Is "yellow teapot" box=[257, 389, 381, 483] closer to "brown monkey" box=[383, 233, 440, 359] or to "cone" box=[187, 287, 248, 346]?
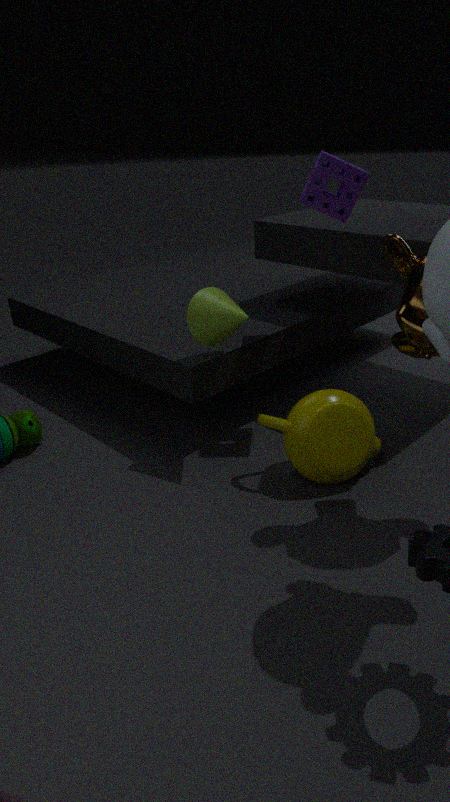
"brown monkey" box=[383, 233, 440, 359]
